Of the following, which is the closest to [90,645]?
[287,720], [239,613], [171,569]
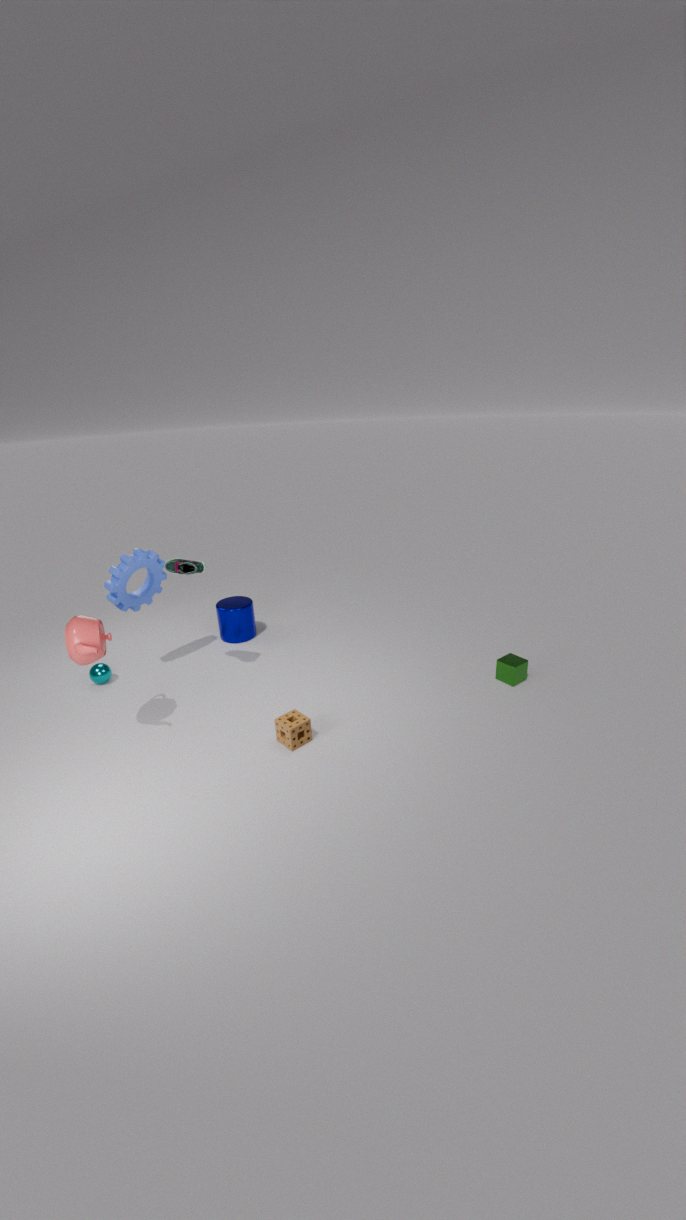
[171,569]
